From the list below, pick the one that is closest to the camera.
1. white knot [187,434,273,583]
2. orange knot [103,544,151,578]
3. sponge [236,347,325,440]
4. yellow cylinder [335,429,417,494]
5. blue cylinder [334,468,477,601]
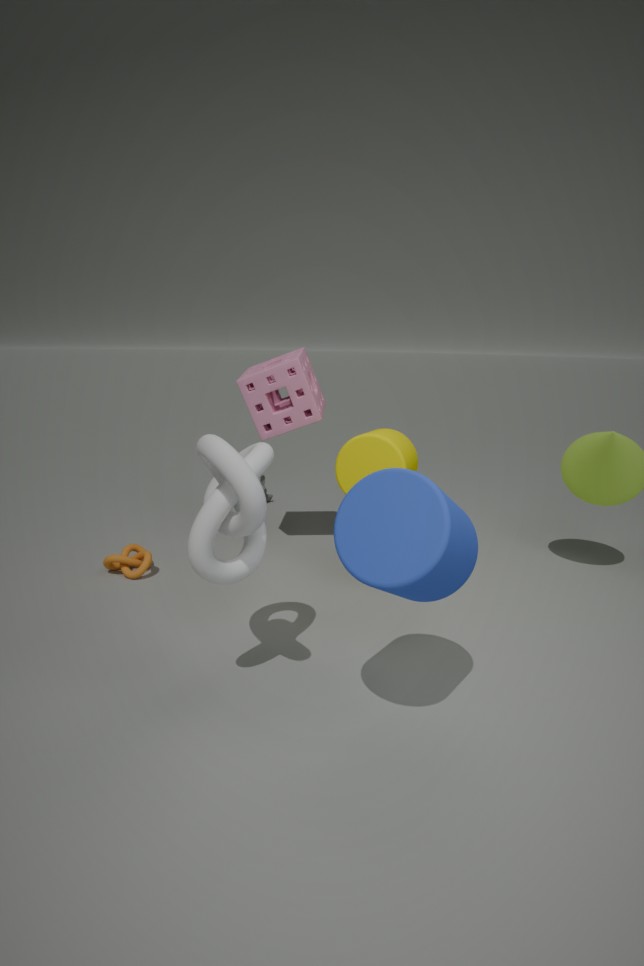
blue cylinder [334,468,477,601]
